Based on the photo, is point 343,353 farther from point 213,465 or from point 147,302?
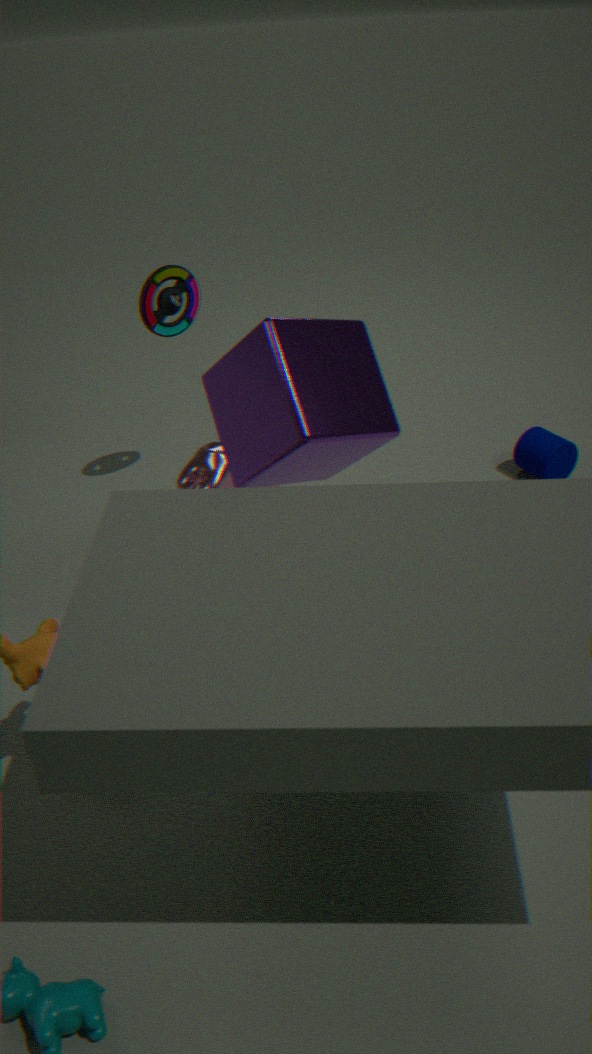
point 147,302
